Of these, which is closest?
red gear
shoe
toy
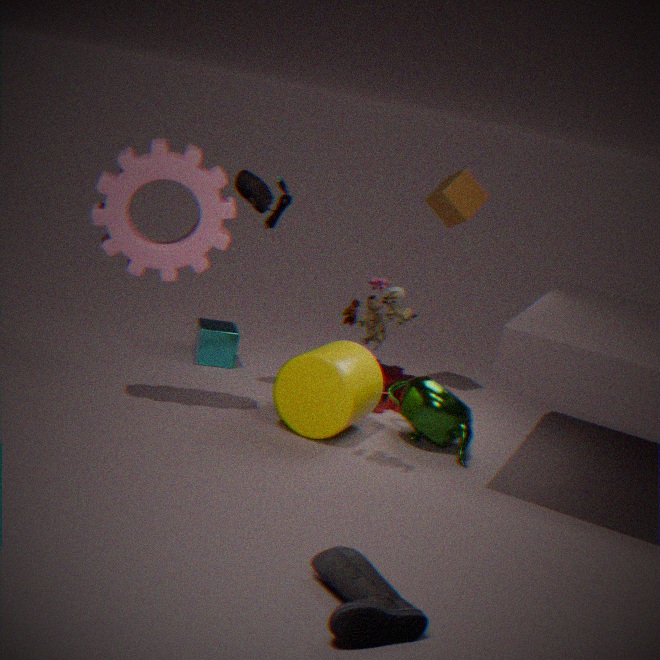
shoe
